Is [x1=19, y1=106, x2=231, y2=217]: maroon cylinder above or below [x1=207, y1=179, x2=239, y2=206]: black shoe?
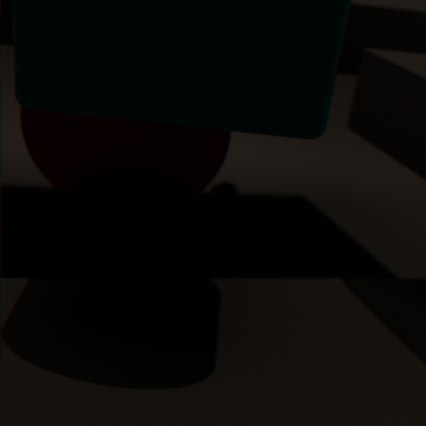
above
